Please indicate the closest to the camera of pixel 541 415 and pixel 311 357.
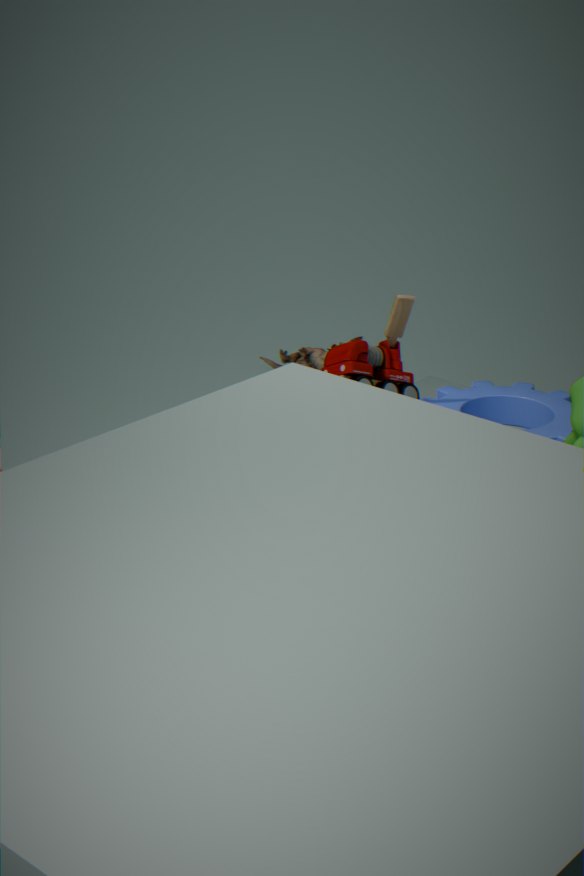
pixel 541 415
